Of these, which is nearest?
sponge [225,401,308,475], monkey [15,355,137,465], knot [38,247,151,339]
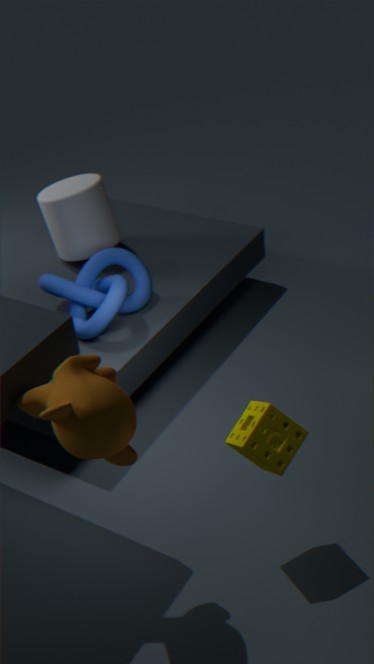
→ monkey [15,355,137,465]
